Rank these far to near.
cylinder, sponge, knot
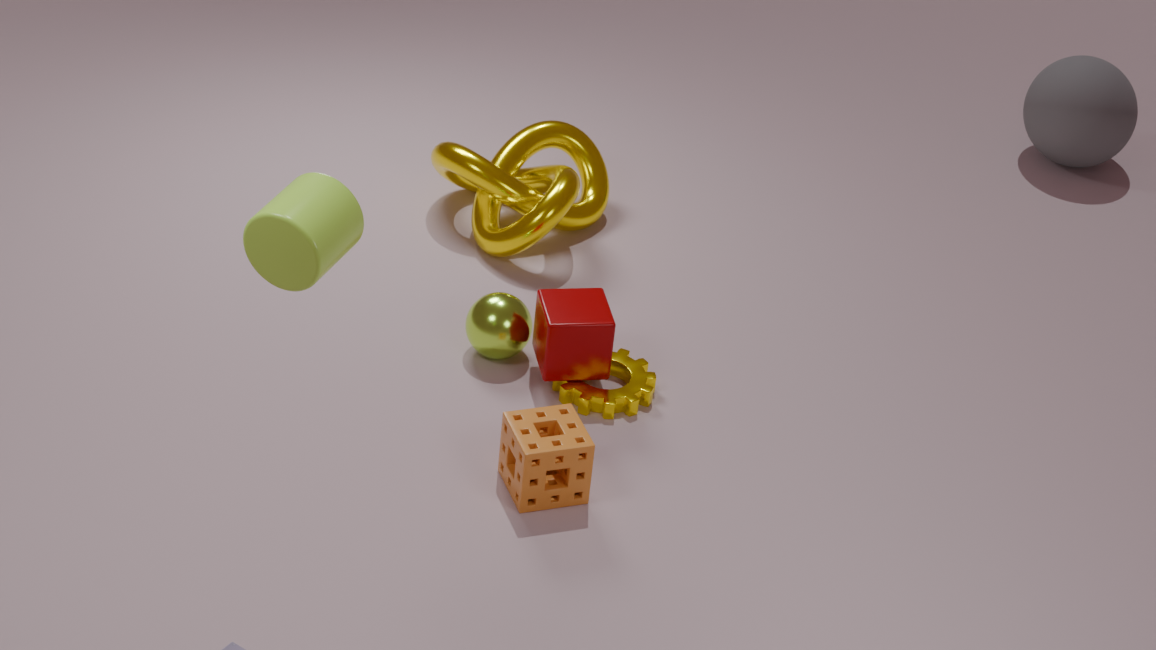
knot, sponge, cylinder
